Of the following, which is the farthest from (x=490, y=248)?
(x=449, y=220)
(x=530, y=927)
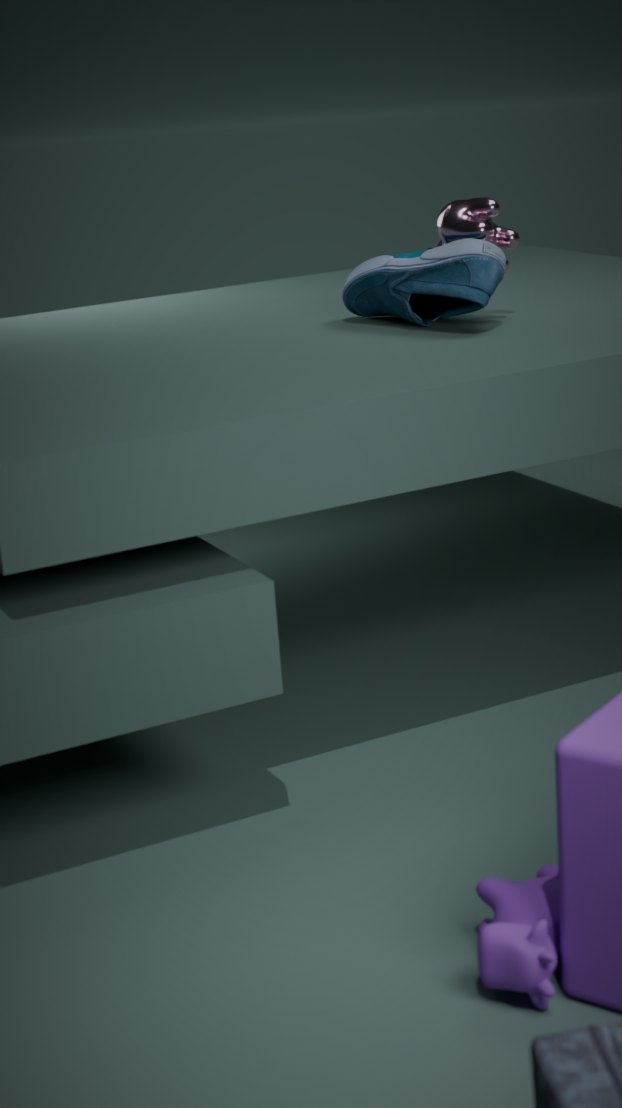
(x=530, y=927)
